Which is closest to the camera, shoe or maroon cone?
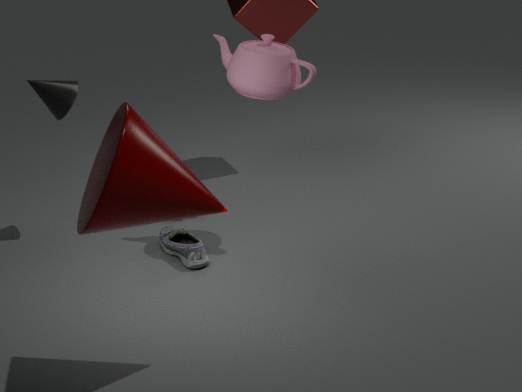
maroon cone
